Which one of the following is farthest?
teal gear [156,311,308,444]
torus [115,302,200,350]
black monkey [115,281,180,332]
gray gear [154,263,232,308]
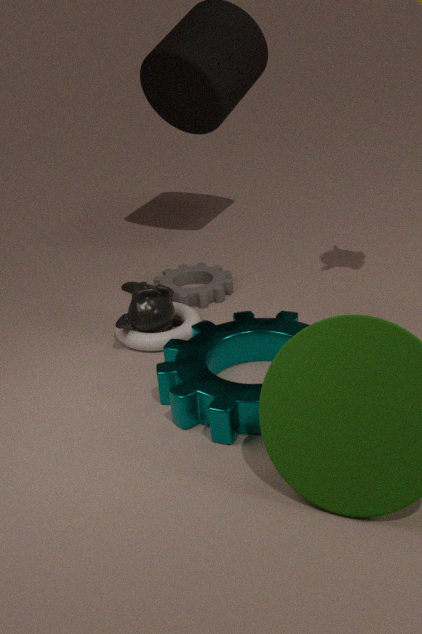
gray gear [154,263,232,308]
